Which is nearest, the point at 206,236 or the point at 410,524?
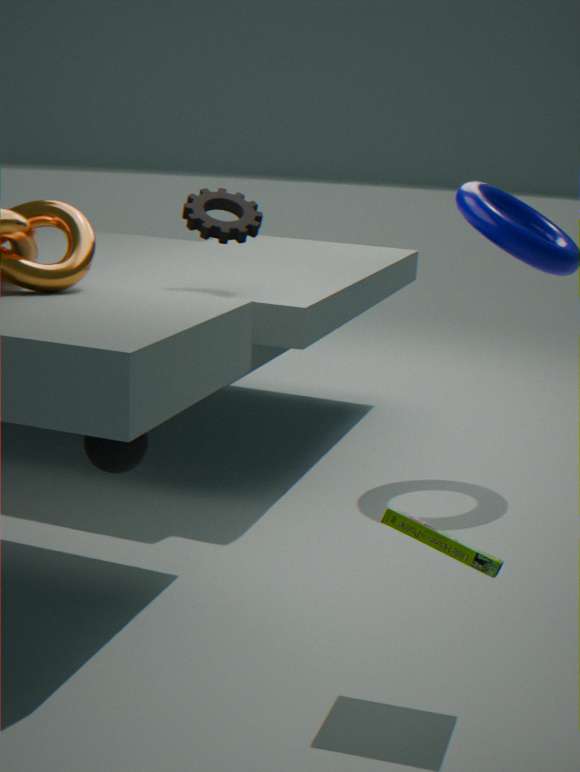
the point at 410,524
